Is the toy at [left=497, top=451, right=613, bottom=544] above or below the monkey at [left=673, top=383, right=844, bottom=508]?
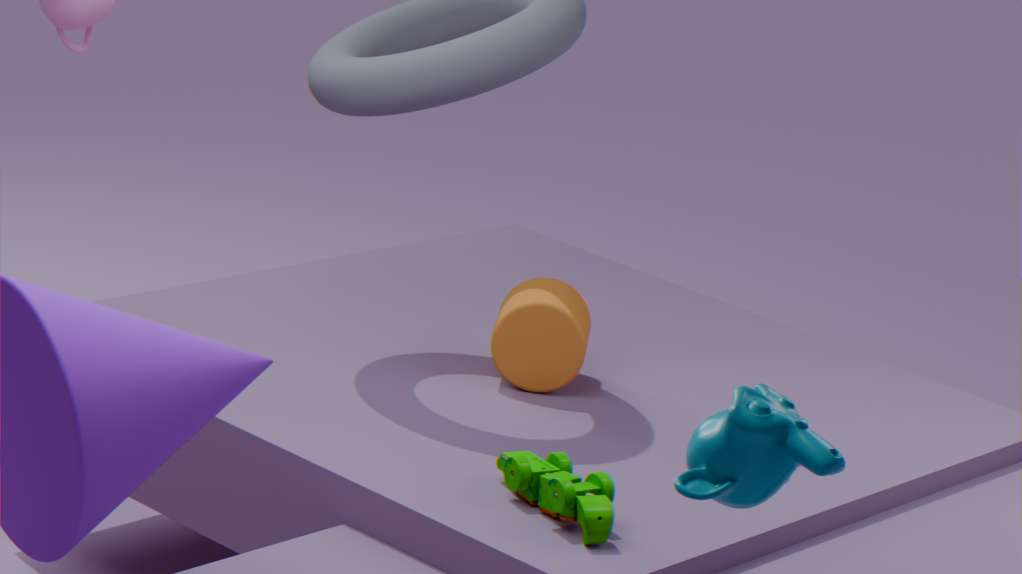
below
